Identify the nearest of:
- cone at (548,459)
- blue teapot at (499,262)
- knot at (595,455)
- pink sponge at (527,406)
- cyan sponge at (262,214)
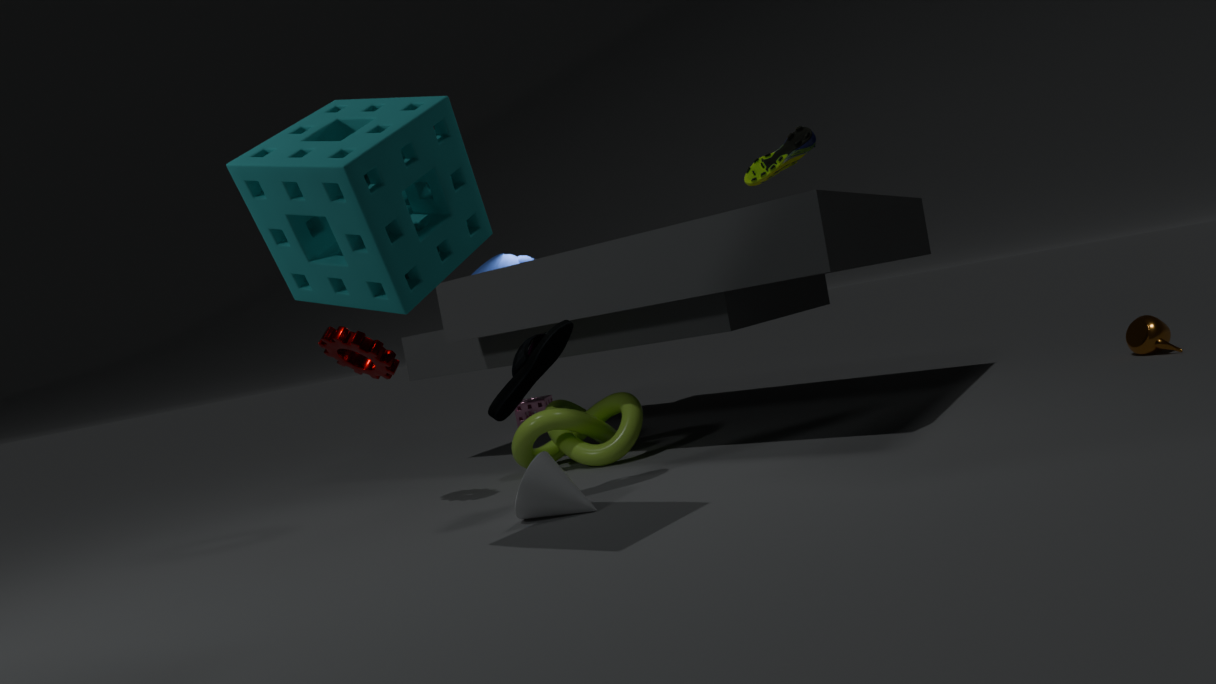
cyan sponge at (262,214)
